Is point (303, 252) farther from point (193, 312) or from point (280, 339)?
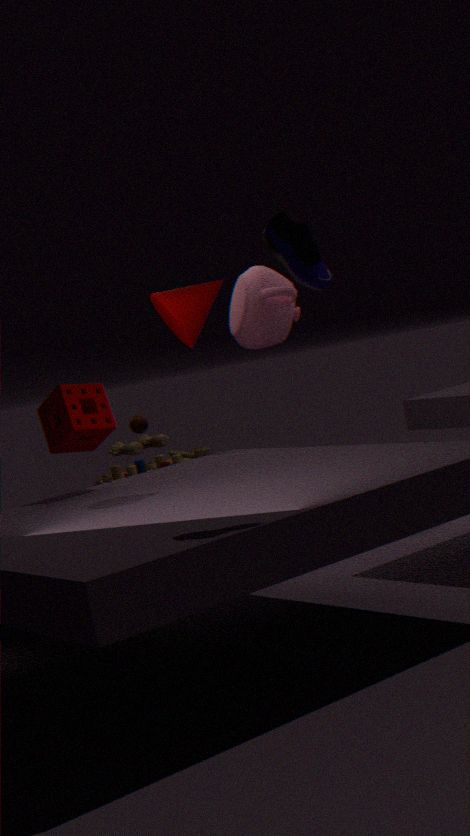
point (280, 339)
